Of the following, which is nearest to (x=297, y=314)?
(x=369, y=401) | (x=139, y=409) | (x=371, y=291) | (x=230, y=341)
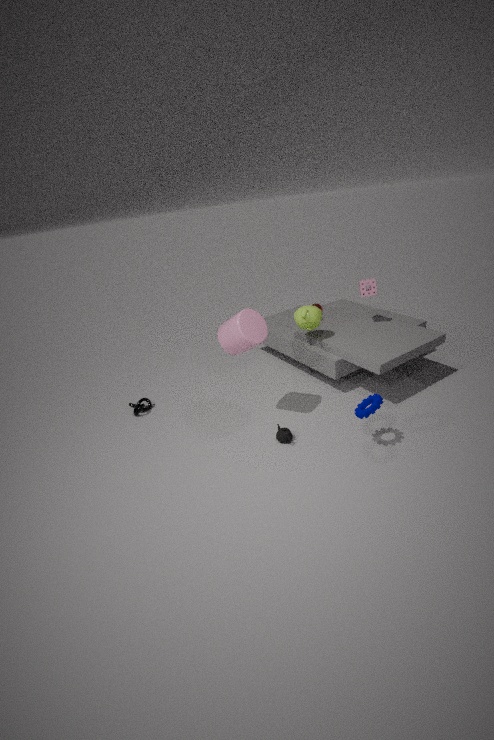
(x=371, y=291)
